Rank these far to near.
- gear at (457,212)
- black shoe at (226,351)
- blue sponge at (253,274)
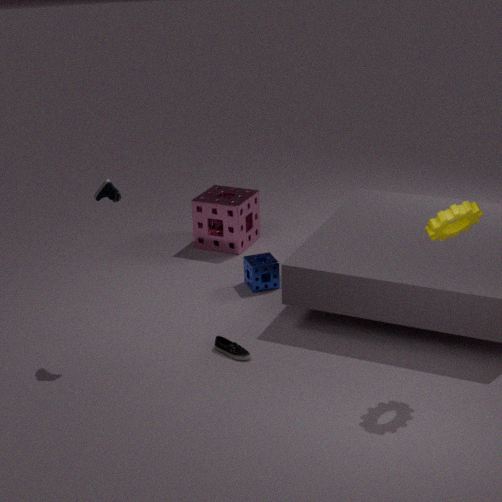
blue sponge at (253,274), black shoe at (226,351), gear at (457,212)
